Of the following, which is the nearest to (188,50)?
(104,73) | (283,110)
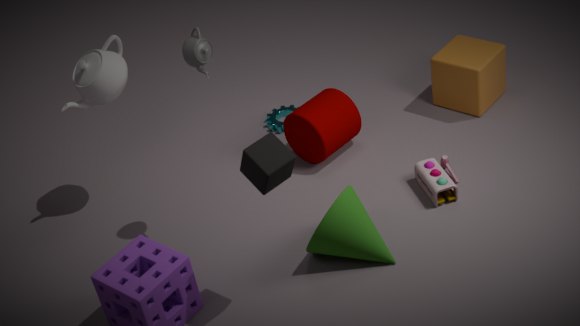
(104,73)
